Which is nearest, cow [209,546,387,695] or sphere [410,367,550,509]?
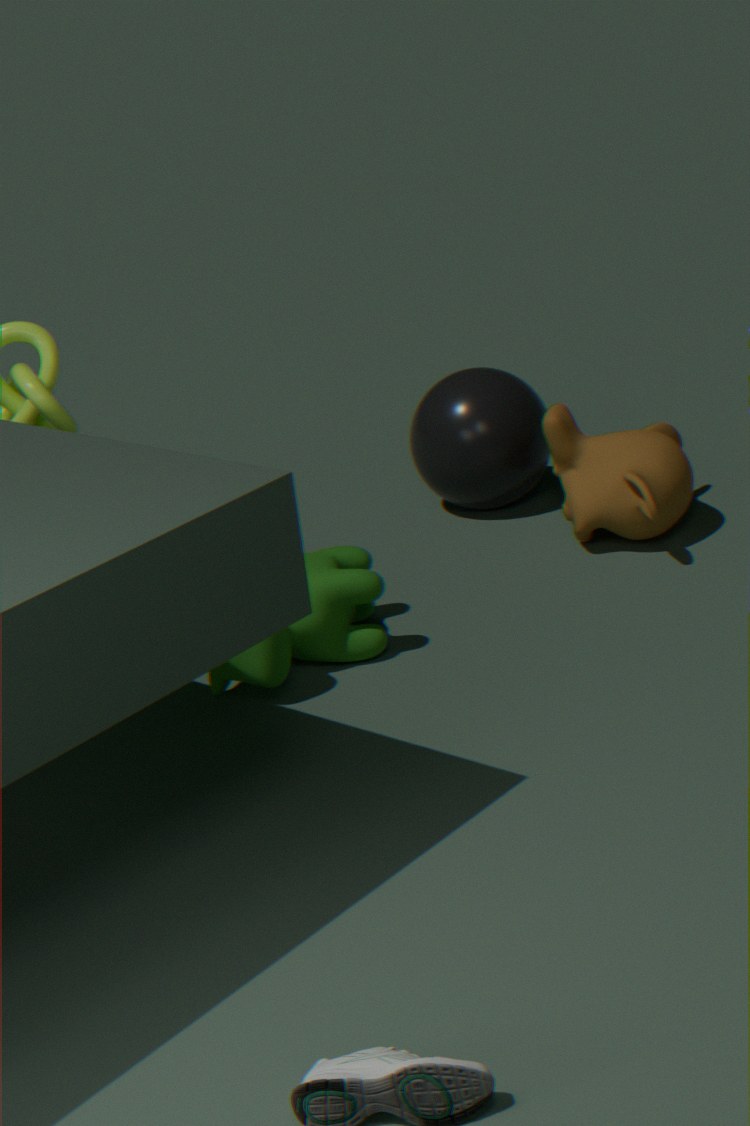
cow [209,546,387,695]
